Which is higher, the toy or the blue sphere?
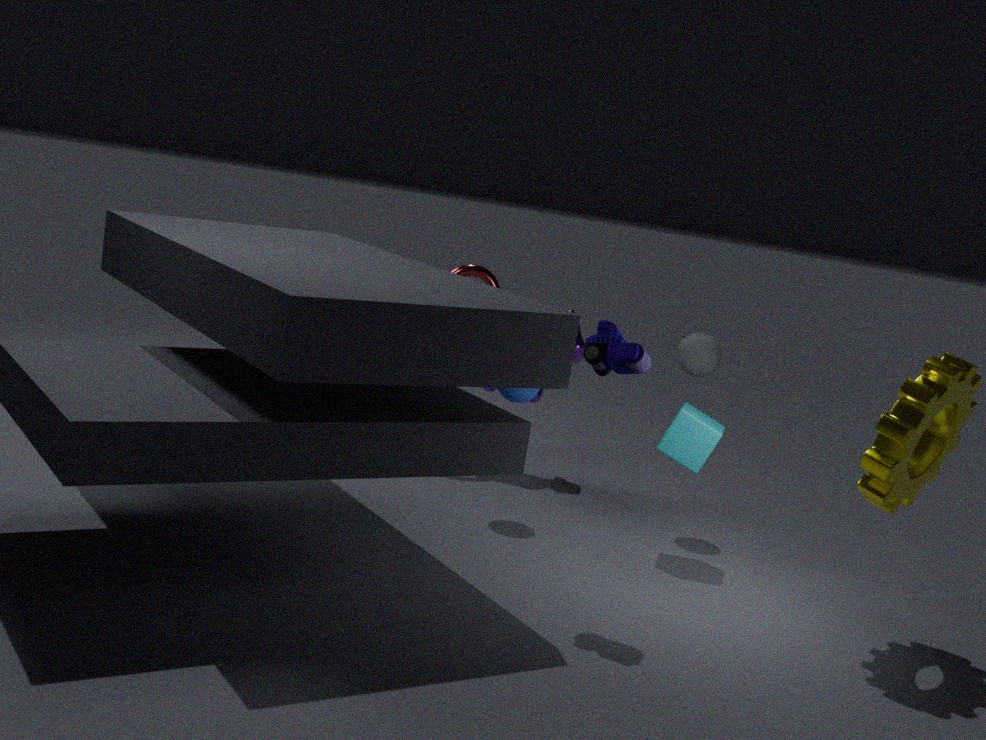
the toy
